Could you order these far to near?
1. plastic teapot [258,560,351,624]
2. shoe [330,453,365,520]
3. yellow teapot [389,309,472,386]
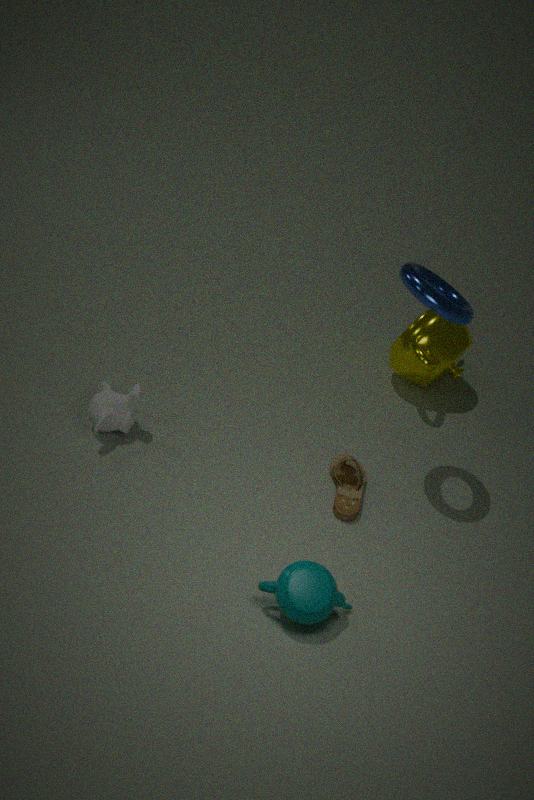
yellow teapot [389,309,472,386] → shoe [330,453,365,520] → plastic teapot [258,560,351,624]
